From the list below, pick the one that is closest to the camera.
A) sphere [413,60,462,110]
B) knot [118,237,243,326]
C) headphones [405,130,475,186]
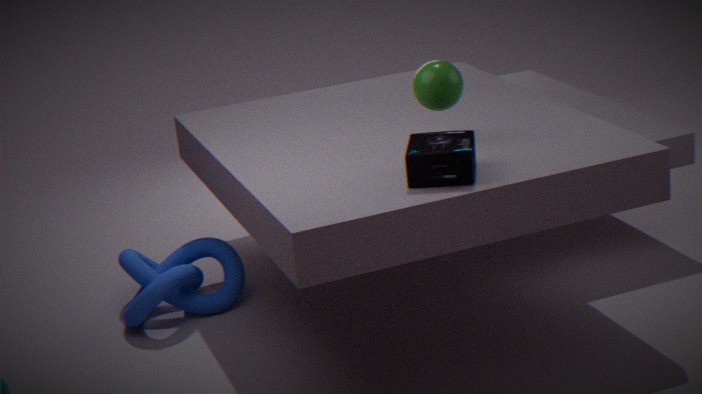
headphones [405,130,475,186]
